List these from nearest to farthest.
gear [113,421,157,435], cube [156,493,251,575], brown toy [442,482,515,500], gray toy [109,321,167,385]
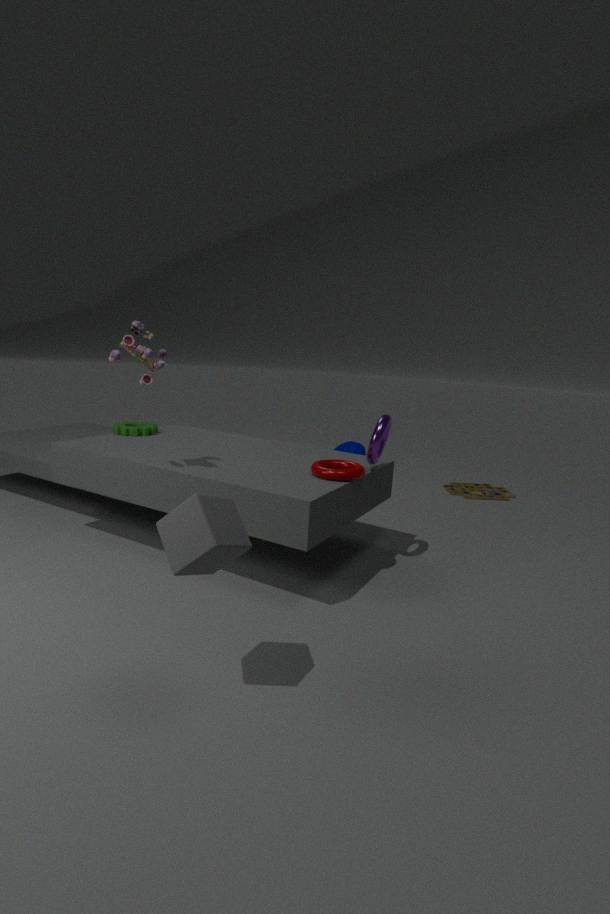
cube [156,493,251,575]
gray toy [109,321,167,385]
gear [113,421,157,435]
brown toy [442,482,515,500]
